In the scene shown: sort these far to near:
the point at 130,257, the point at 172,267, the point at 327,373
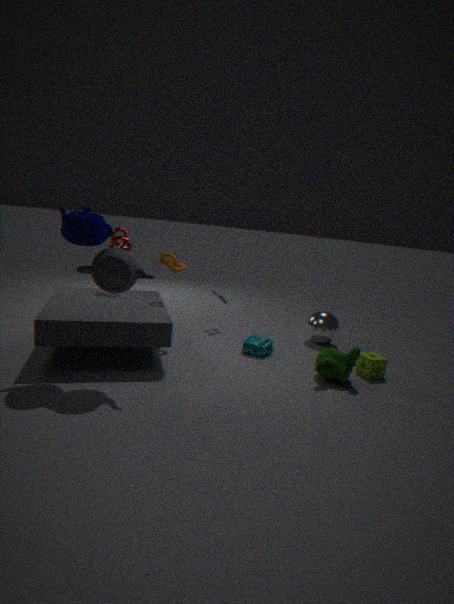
the point at 172,267, the point at 327,373, the point at 130,257
